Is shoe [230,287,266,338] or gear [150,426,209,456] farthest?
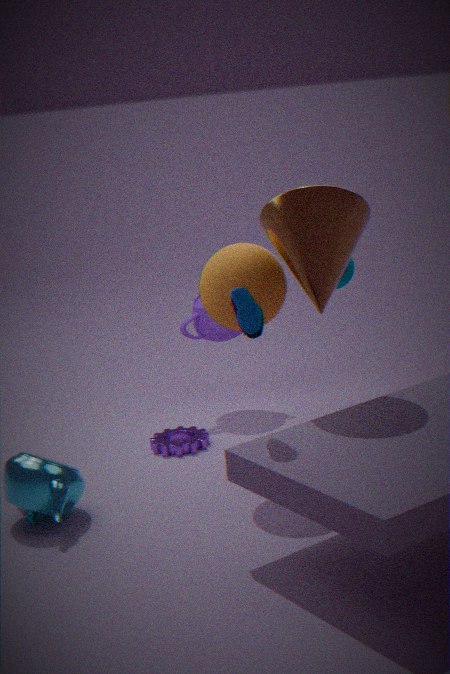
gear [150,426,209,456]
